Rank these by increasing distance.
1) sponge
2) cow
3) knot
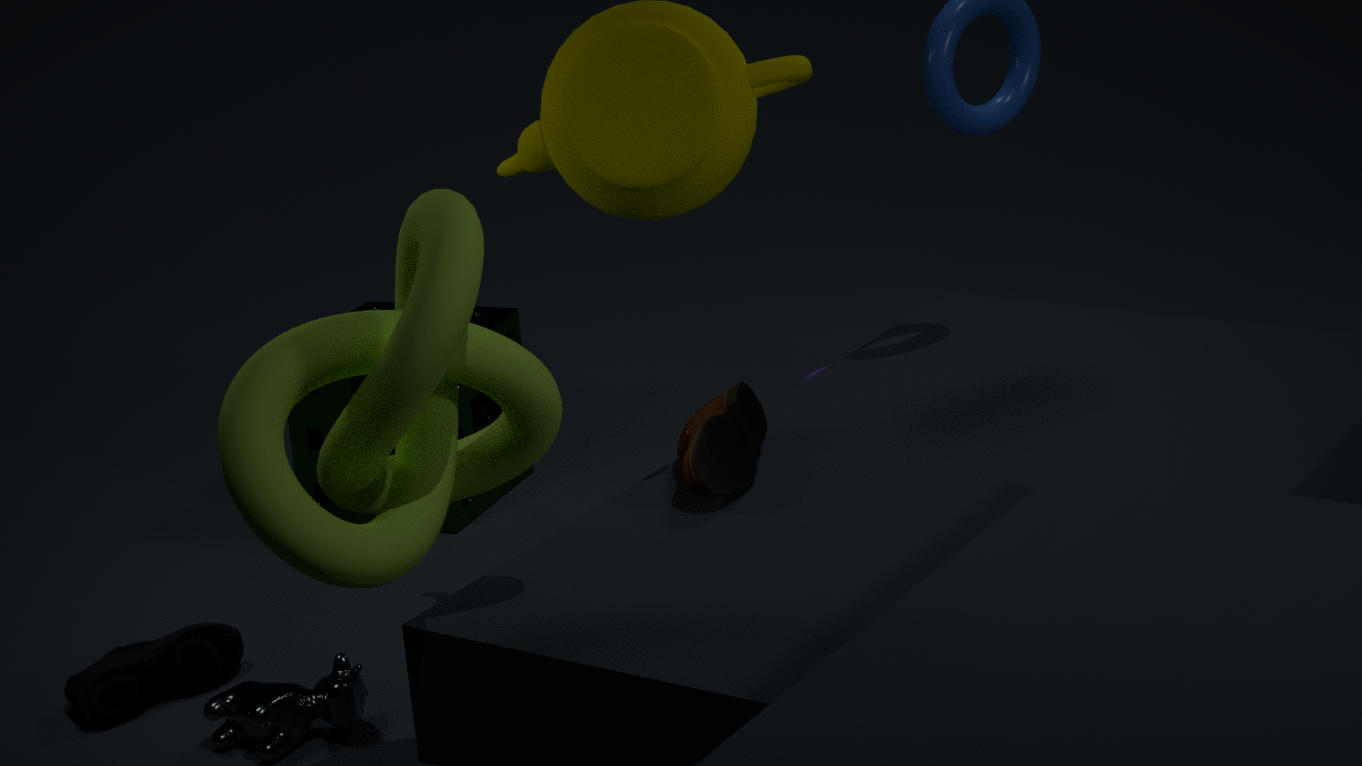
3. knot → 2. cow → 1. sponge
